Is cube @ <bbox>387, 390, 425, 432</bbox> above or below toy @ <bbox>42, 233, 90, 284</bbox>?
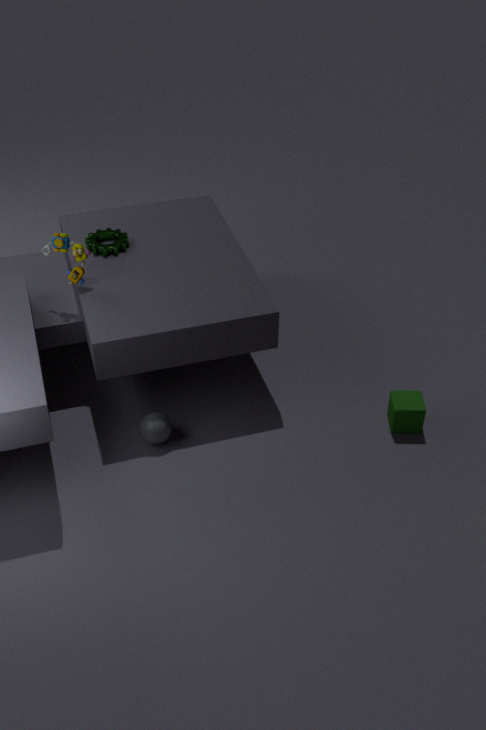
below
